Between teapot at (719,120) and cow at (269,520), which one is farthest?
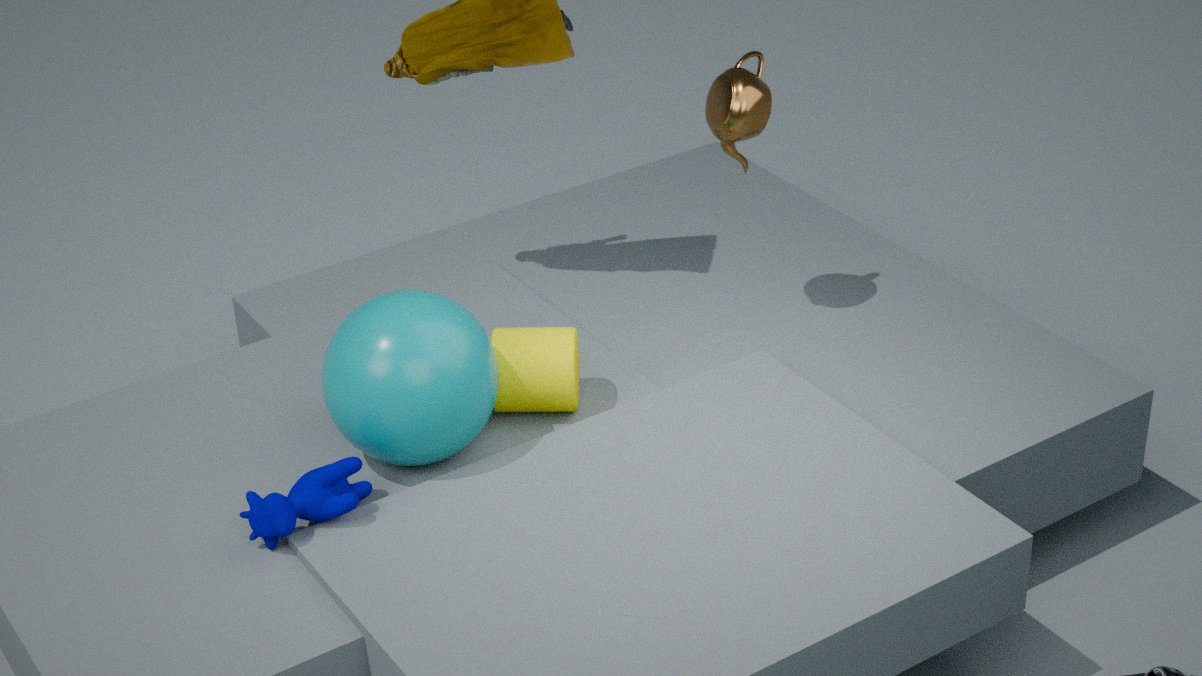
teapot at (719,120)
